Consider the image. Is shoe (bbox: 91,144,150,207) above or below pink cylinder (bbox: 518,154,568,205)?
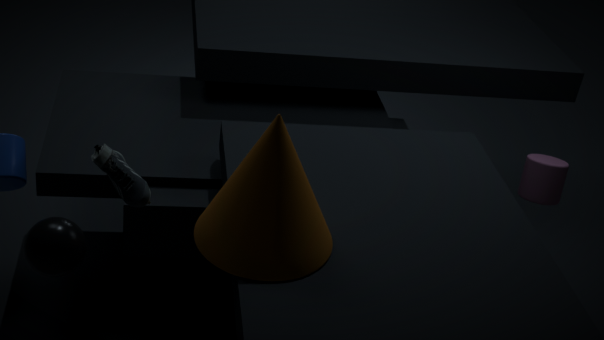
above
